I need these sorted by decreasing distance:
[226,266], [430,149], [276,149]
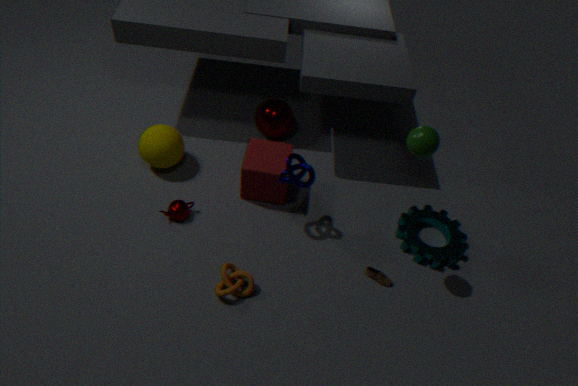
[276,149] → [226,266] → [430,149]
